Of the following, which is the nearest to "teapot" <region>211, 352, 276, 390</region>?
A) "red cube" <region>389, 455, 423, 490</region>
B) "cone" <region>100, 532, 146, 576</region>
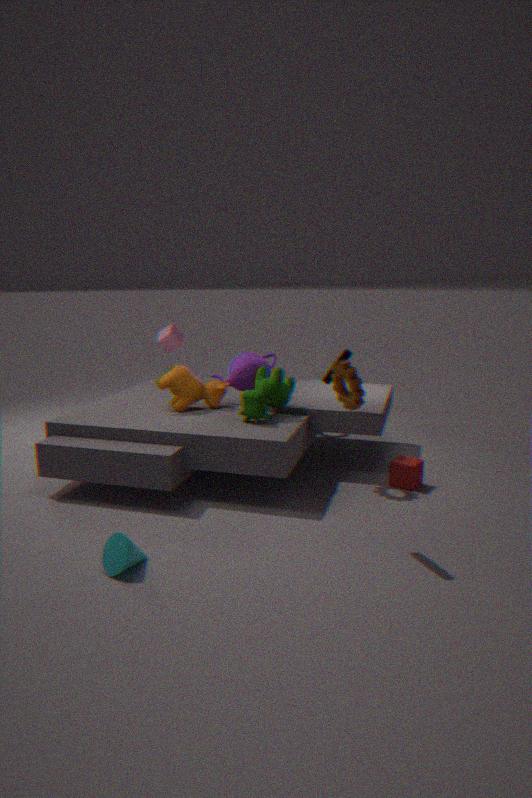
"red cube" <region>389, 455, 423, 490</region>
